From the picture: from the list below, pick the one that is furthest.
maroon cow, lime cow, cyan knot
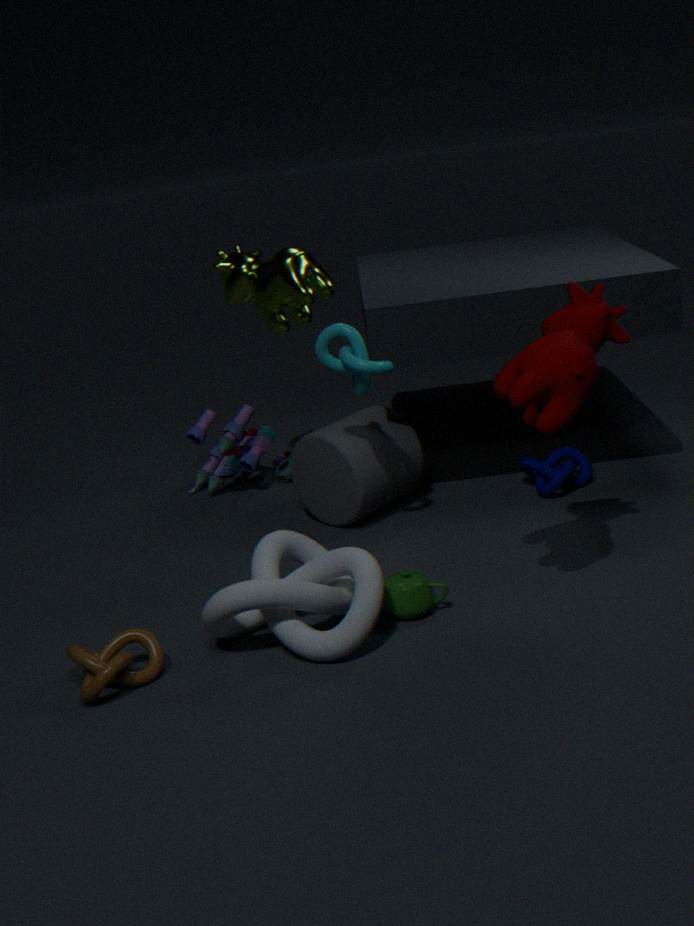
lime cow
